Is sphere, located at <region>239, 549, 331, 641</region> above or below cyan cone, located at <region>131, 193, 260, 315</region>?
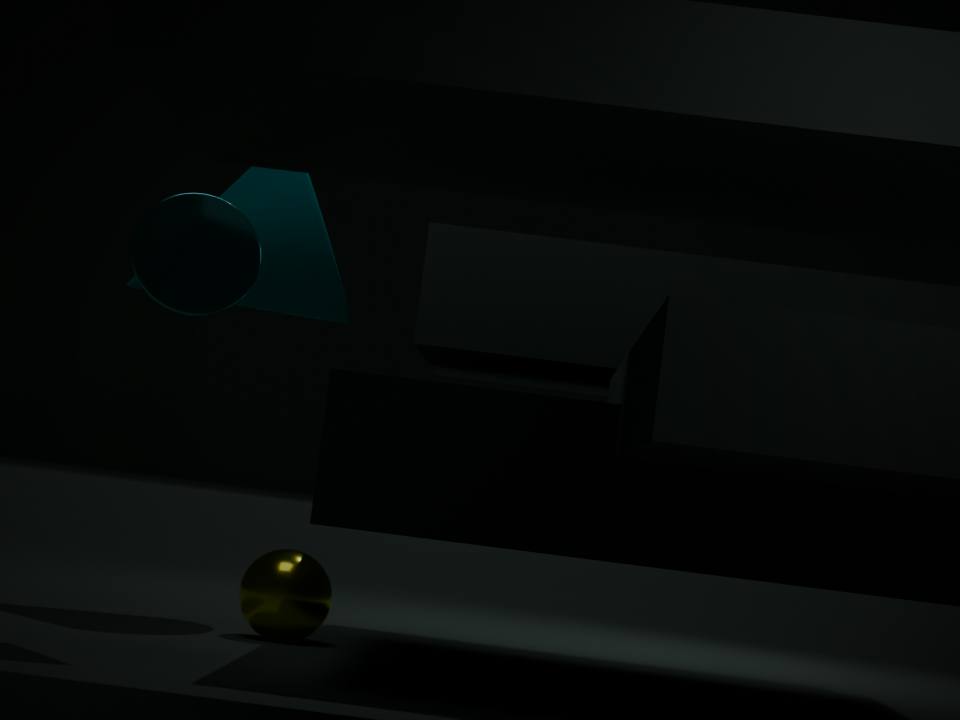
below
